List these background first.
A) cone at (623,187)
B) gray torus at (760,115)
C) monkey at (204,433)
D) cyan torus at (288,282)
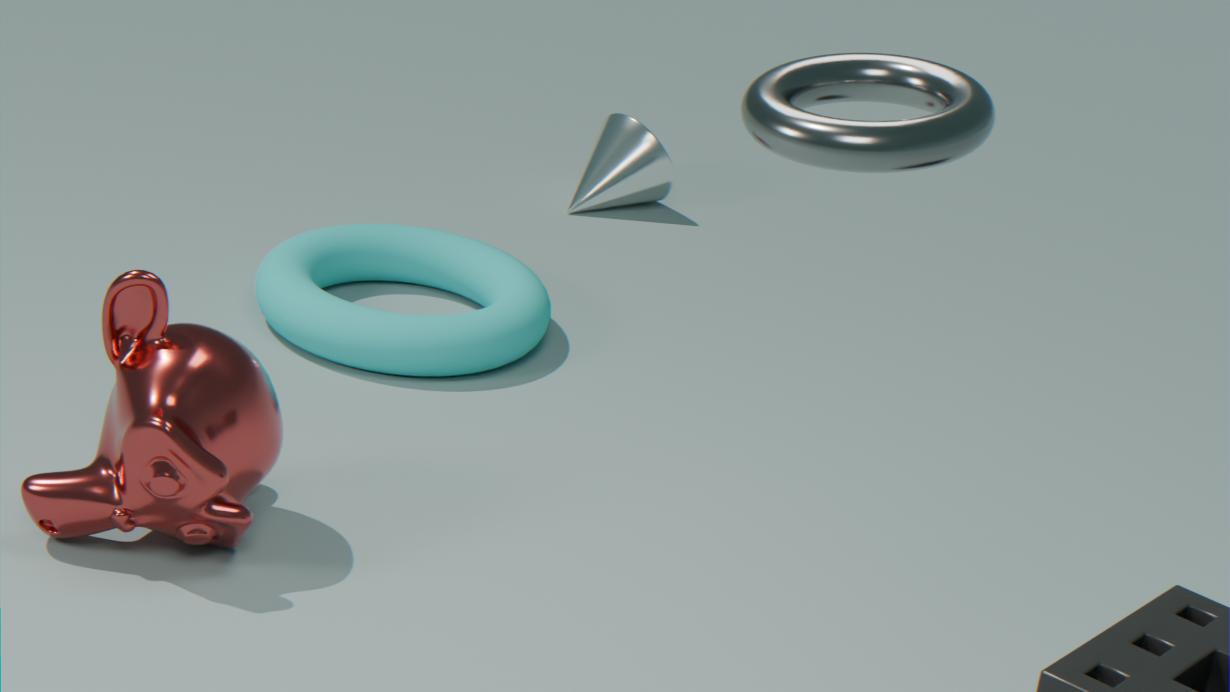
cone at (623,187), cyan torus at (288,282), monkey at (204,433), gray torus at (760,115)
